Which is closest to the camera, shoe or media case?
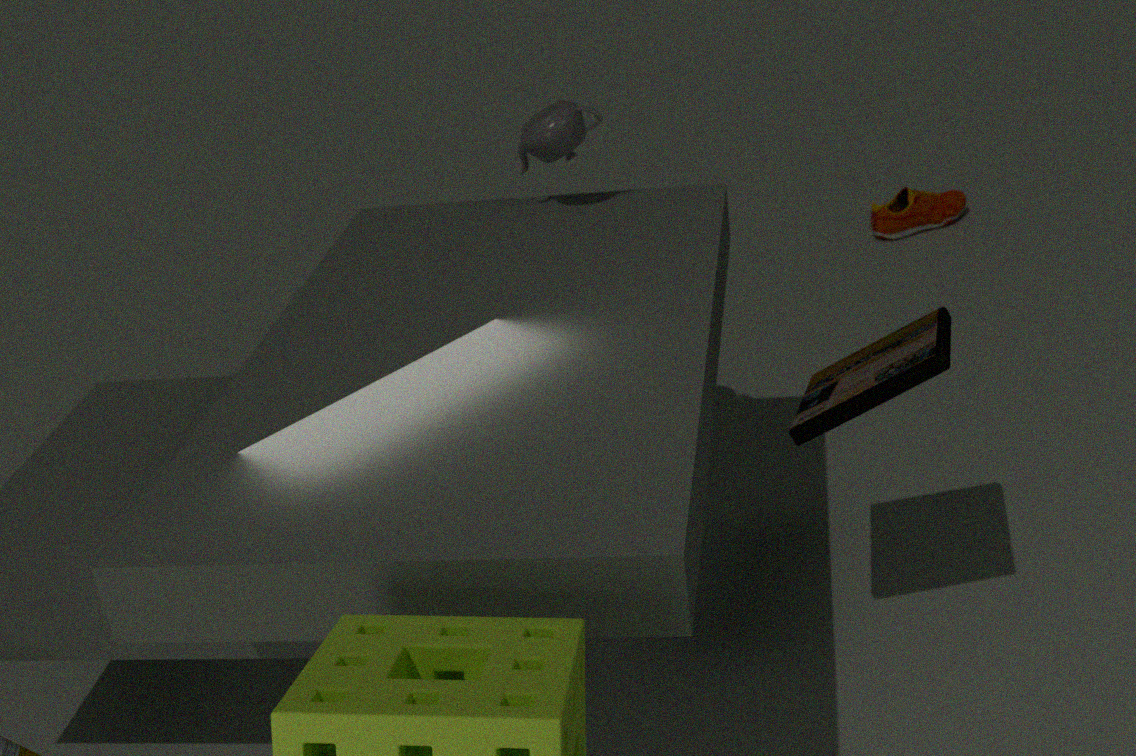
media case
